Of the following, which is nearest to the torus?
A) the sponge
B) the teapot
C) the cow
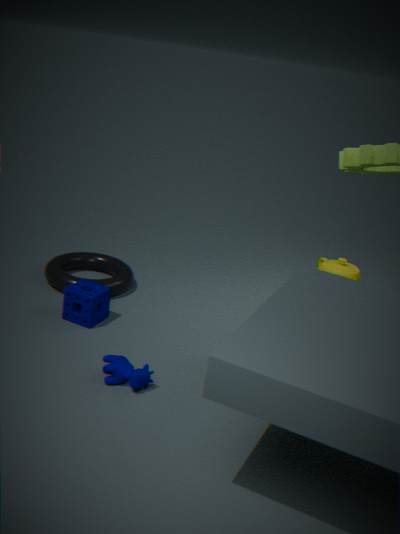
the sponge
